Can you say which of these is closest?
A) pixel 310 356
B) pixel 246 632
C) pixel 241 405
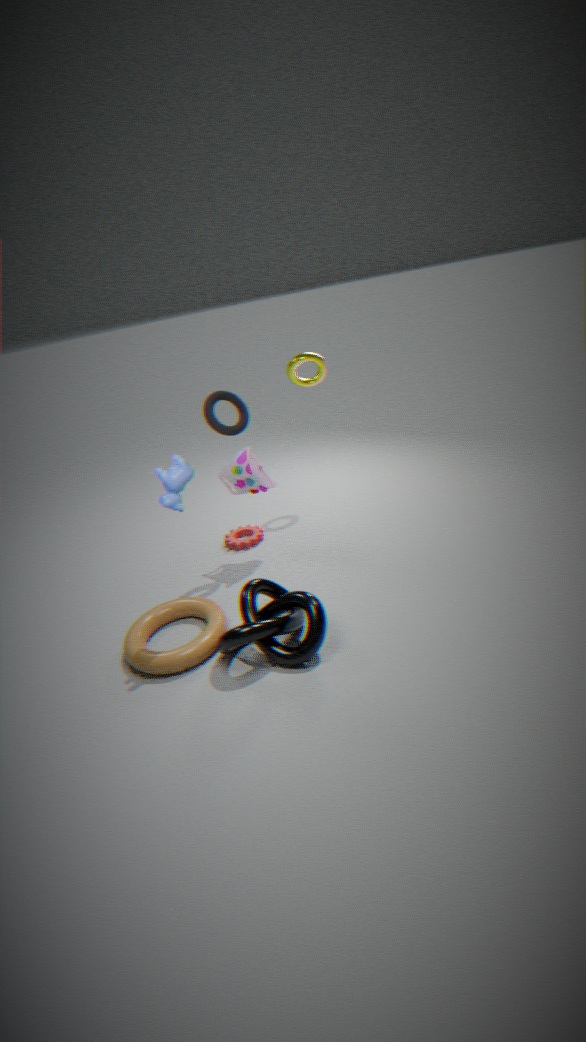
pixel 246 632
